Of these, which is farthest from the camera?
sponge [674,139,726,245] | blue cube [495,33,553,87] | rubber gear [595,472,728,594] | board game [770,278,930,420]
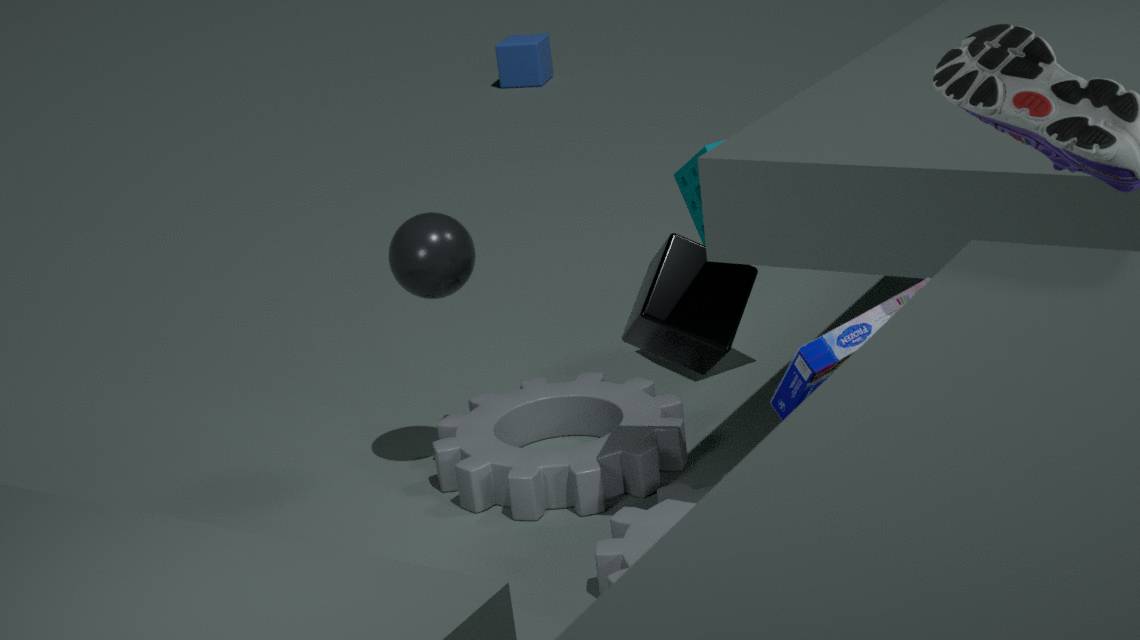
blue cube [495,33,553,87]
